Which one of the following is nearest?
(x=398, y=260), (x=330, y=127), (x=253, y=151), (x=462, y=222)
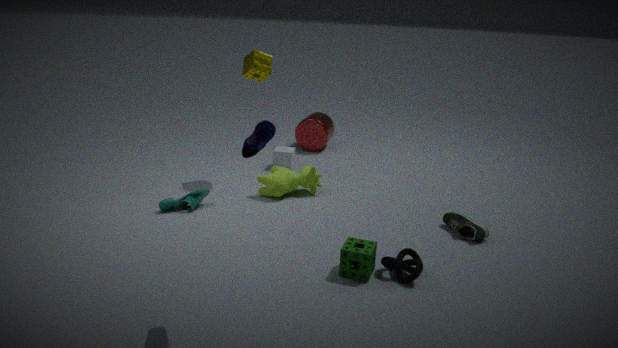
(x=253, y=151)
